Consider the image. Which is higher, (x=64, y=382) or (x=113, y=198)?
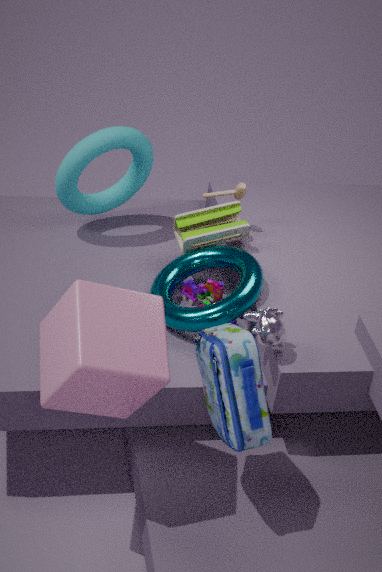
(x=64, y=382)
